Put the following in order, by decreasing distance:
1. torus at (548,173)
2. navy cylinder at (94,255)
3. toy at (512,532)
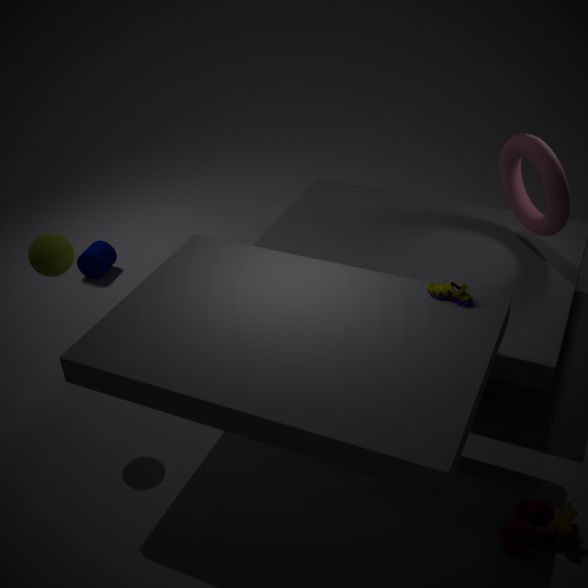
1. navy cylinder at (94,255)
2. torus at (548,173)
3. toy at (512,532)
